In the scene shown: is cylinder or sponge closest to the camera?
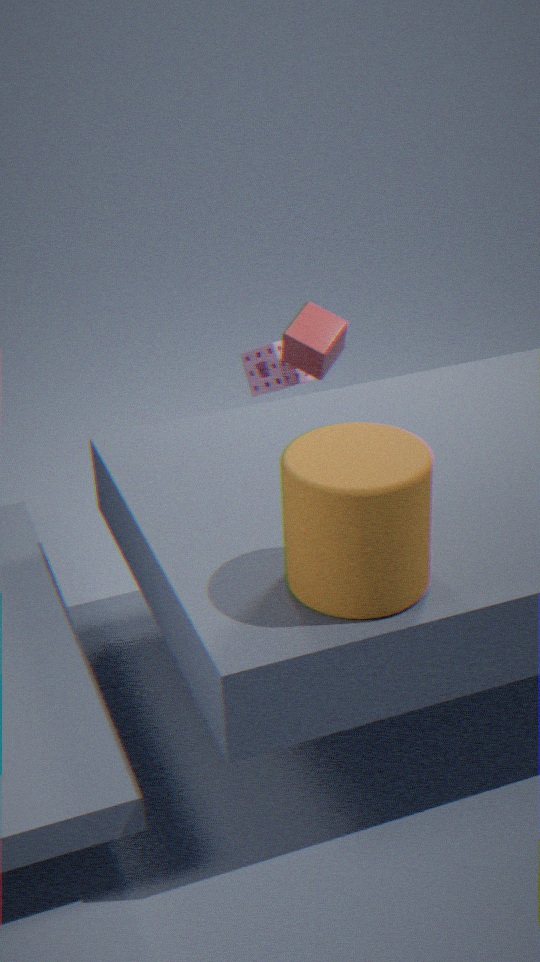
cylinder
